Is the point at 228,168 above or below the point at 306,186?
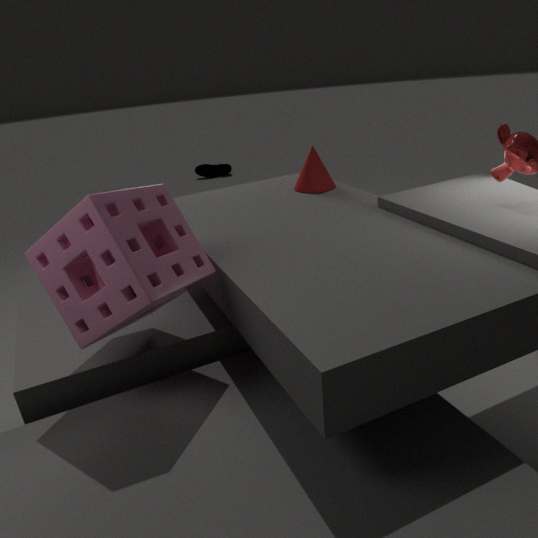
Answer: below
